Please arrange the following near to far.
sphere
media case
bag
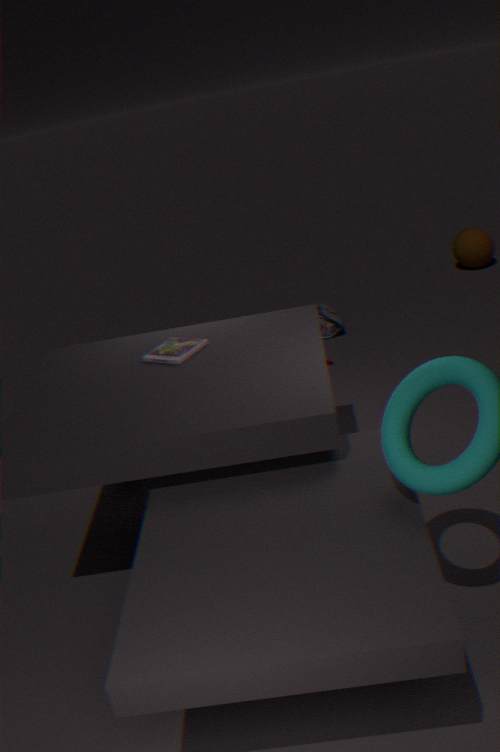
media case < bag < sphere
